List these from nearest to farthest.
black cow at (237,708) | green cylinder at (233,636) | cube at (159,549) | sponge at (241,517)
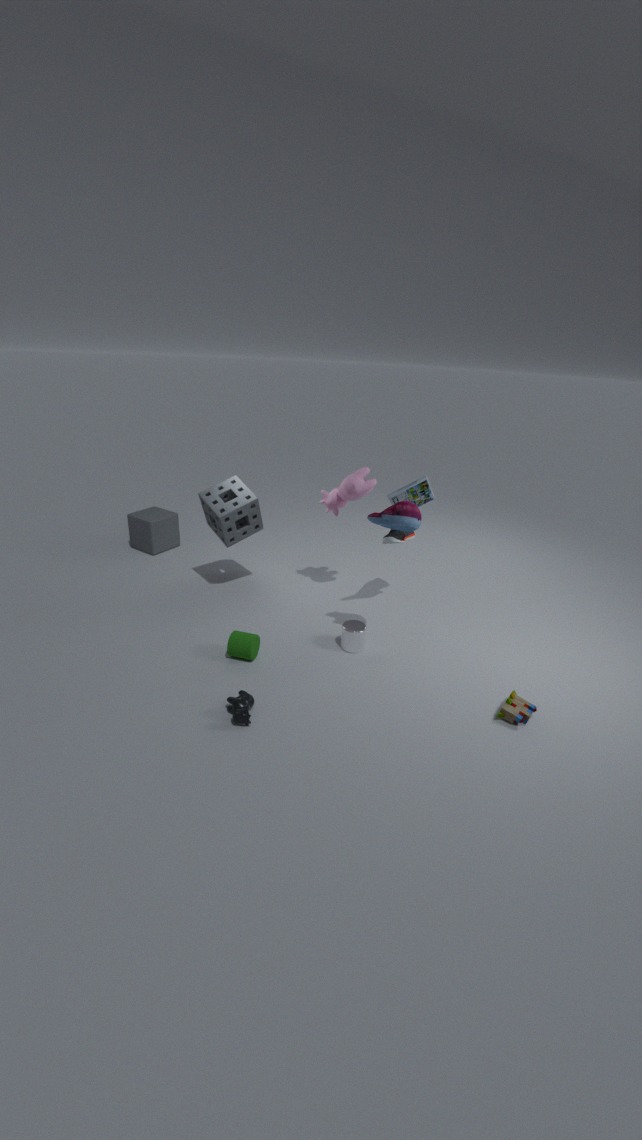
1. black cow at (237,708)
2. green cylinder at (233,636)
3. sponge at (241,517)
4. cube at (159,549)
